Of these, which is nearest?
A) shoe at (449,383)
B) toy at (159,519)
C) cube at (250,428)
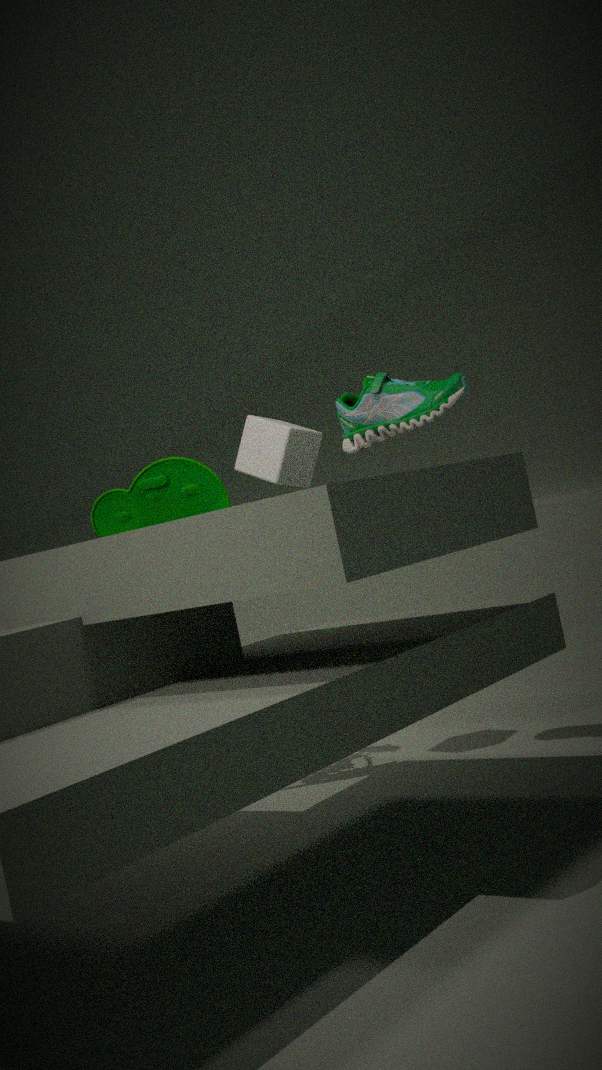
shoe at (449,383)
